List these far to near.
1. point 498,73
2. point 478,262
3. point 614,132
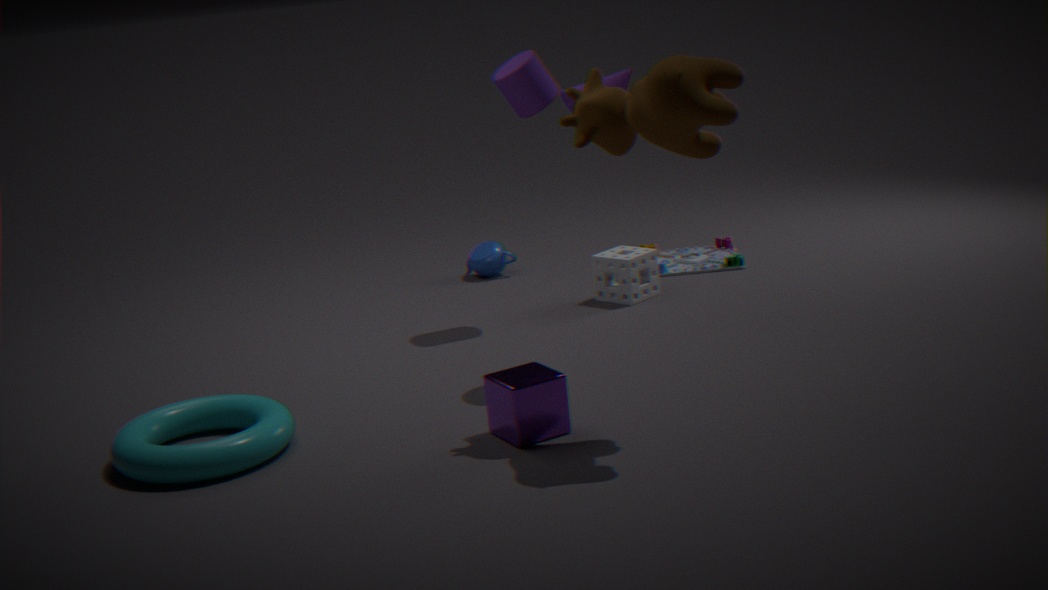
point 478,262 → point 498,73 → point 614,132
